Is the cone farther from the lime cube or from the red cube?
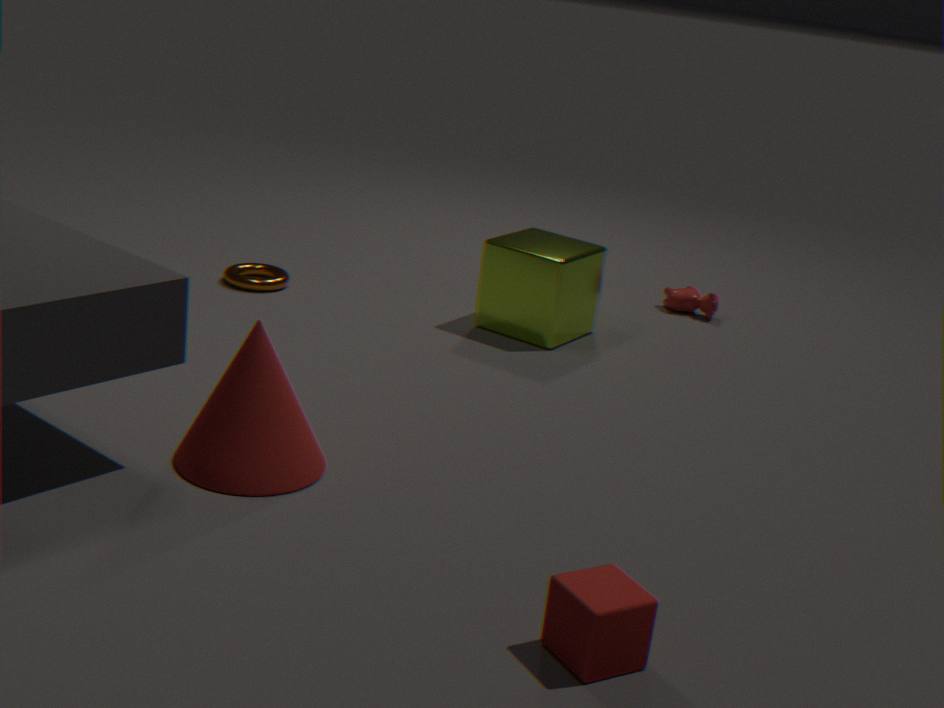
the lime cube
